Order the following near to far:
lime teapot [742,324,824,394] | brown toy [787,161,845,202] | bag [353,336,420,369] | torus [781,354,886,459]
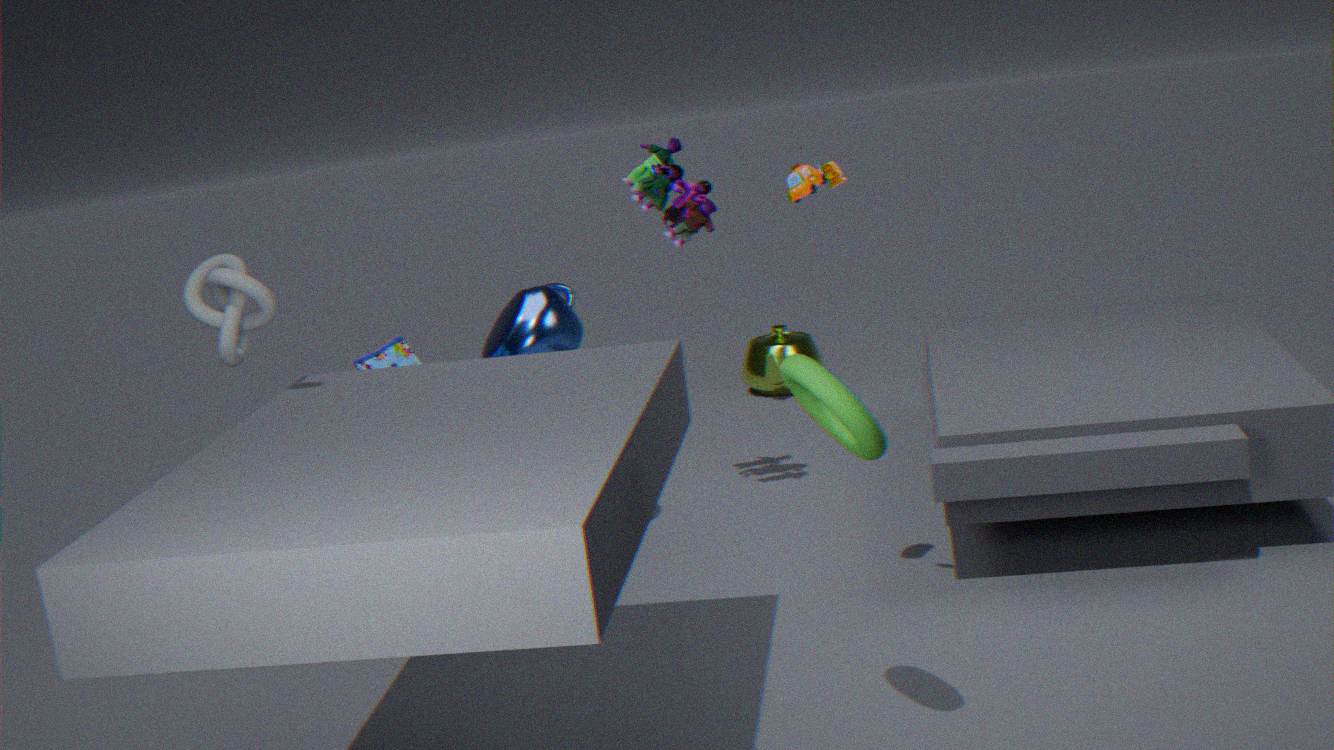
1. torus [781,354,886,459]
2. brown toy [787,161,845,202]
3. bag [353,336,420,369]
4. lime teapot [742,324,824,394]
